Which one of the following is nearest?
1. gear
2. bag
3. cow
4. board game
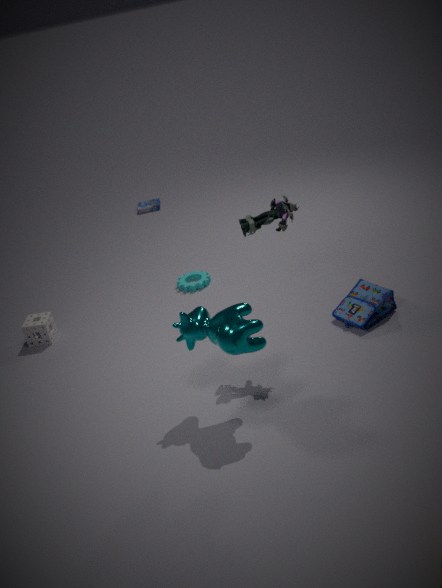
cow
